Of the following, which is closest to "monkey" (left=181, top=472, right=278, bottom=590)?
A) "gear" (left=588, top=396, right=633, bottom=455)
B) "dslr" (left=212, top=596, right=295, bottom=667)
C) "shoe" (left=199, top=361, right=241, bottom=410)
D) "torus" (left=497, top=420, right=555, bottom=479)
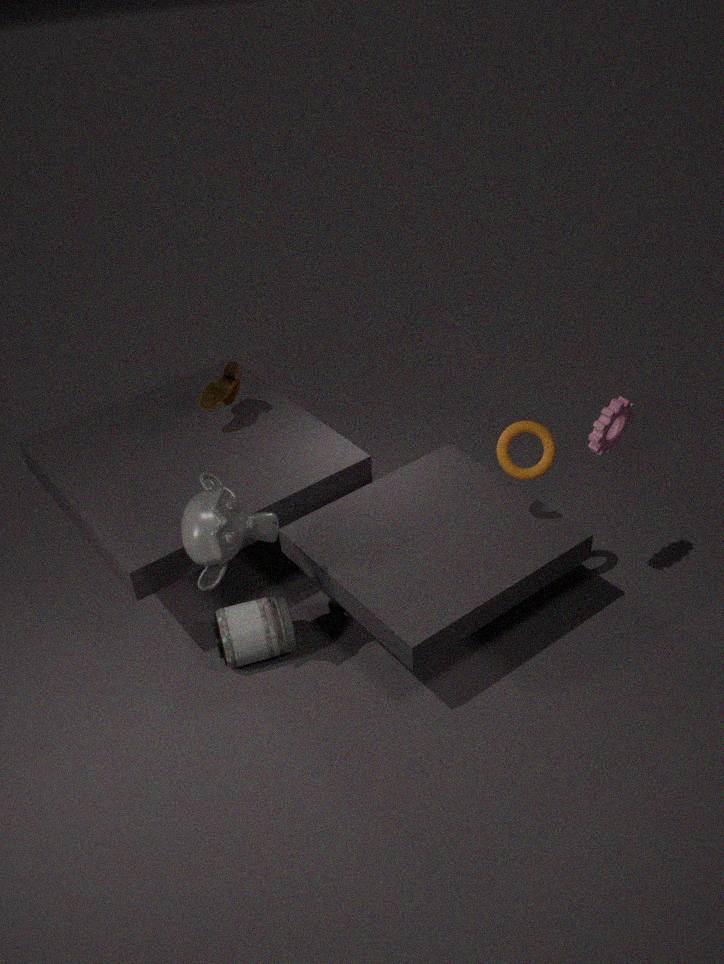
"dslr" (left=212, top=596, right=295, bottom=667)
